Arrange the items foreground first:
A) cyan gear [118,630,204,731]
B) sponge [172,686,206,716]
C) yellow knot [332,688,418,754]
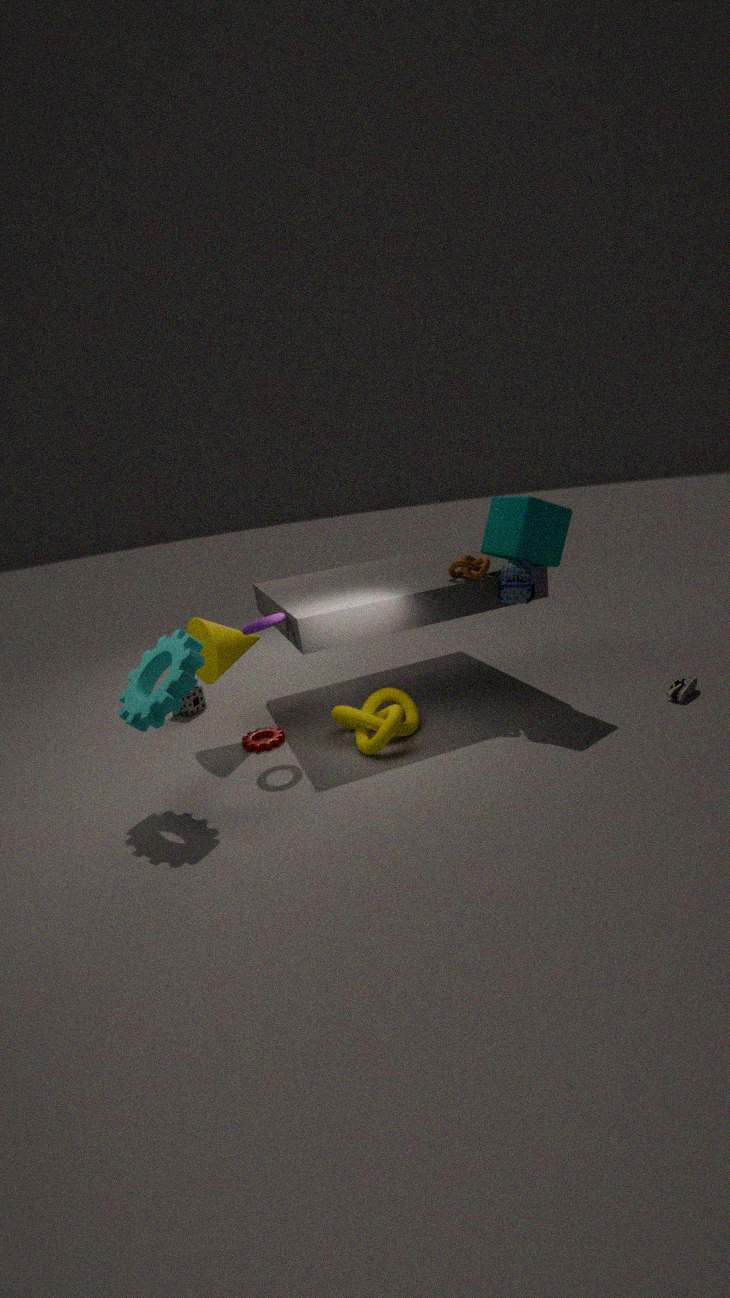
1. cyan gear [118,630,204,731]
2. yellow knot [332,688,418,754]
3. sponge [172,686,206,716]
